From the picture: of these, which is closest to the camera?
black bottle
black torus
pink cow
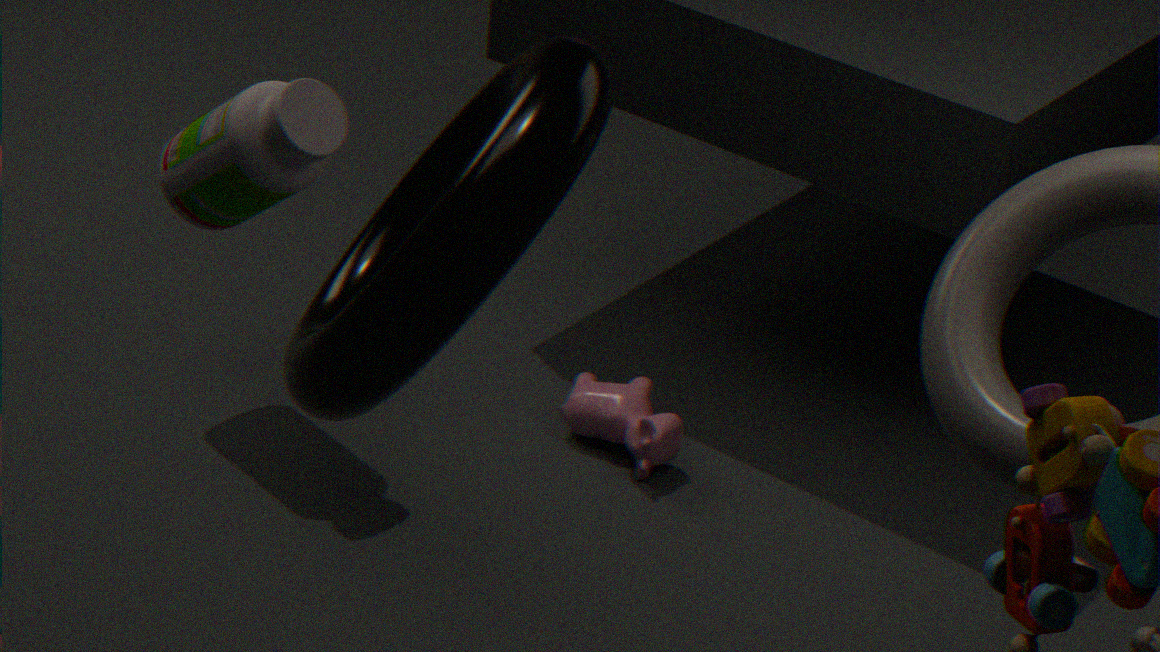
black torus
